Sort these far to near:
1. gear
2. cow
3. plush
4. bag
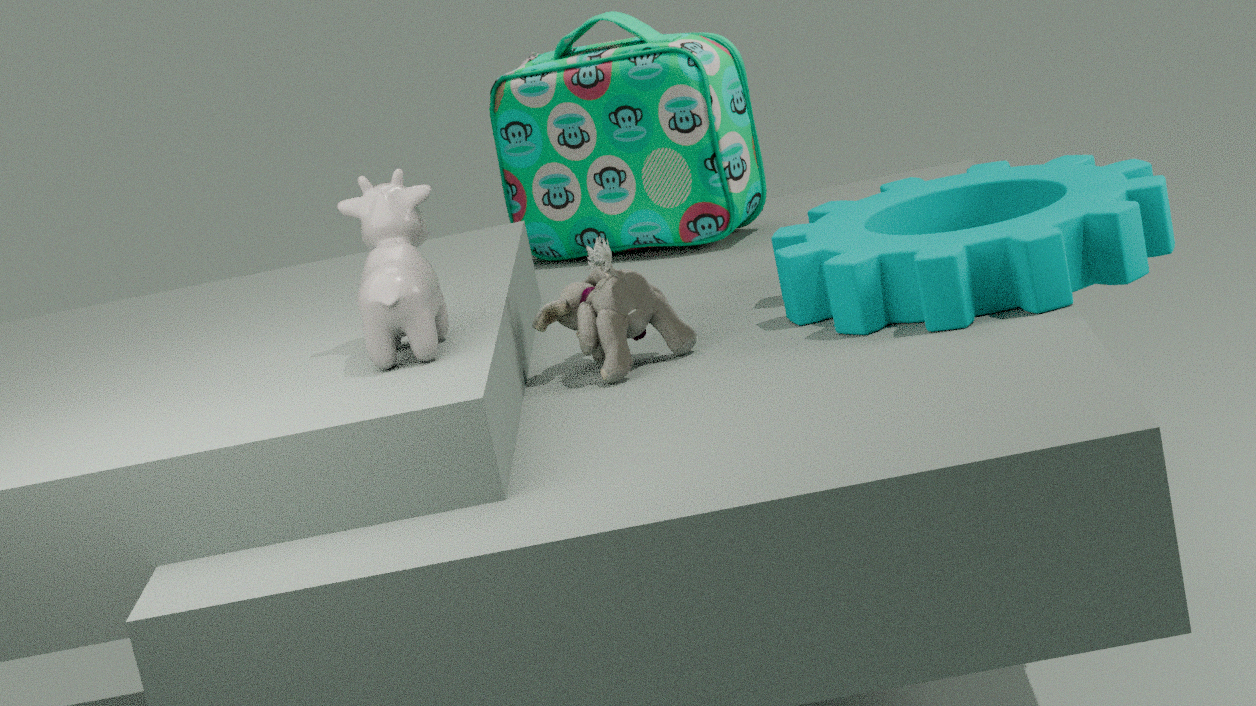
bag
plush
gear
cow
